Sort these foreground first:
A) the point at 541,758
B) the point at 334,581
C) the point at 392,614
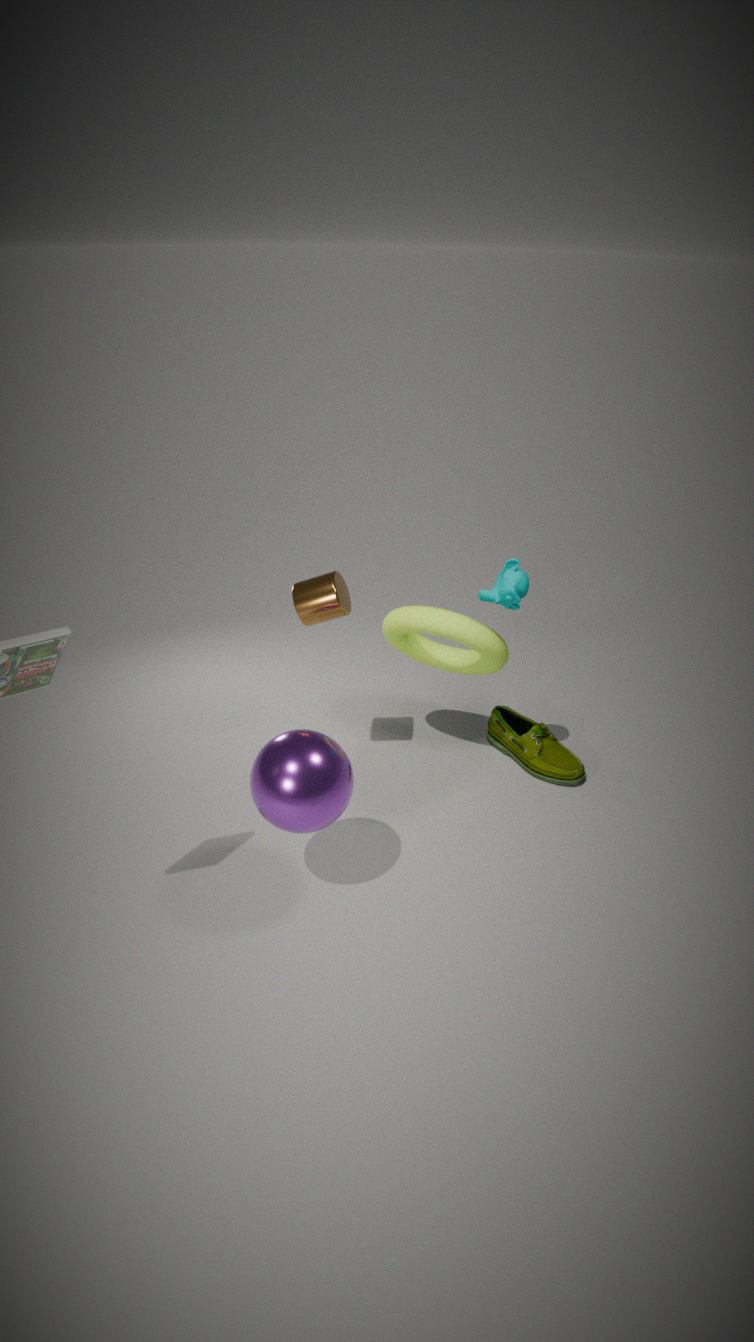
the point at 334,581 → the point at 392,614 → the point at 541,758
